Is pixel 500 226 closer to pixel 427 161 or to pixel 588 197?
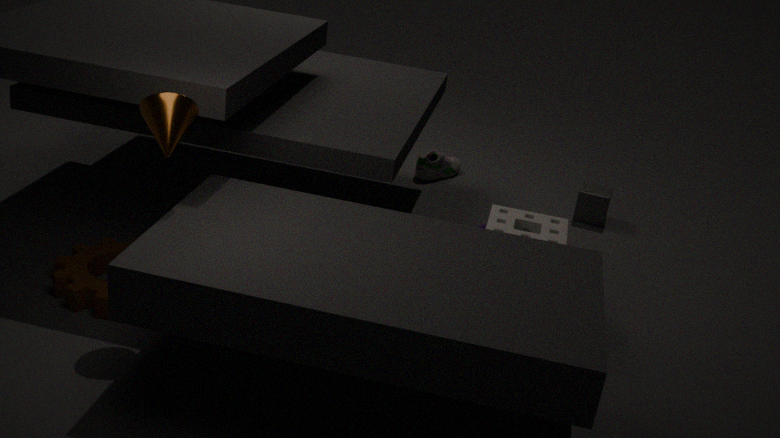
pixel 588 197
